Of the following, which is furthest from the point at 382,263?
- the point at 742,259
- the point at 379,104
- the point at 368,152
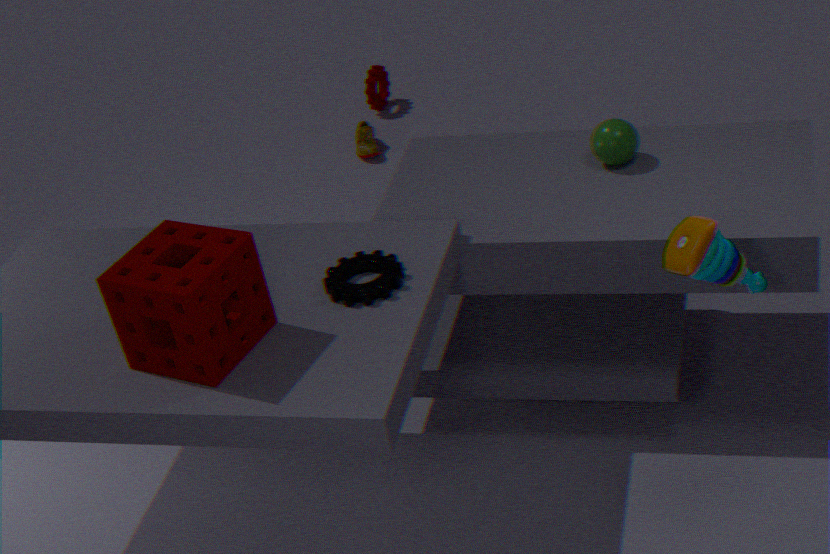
the point at 379,104
